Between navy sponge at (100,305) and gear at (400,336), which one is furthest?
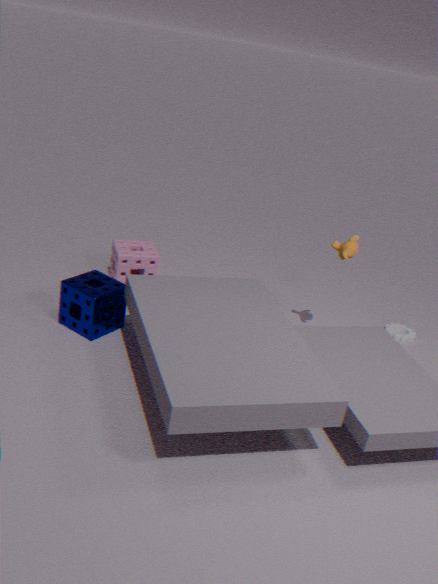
gear at (400,336)
